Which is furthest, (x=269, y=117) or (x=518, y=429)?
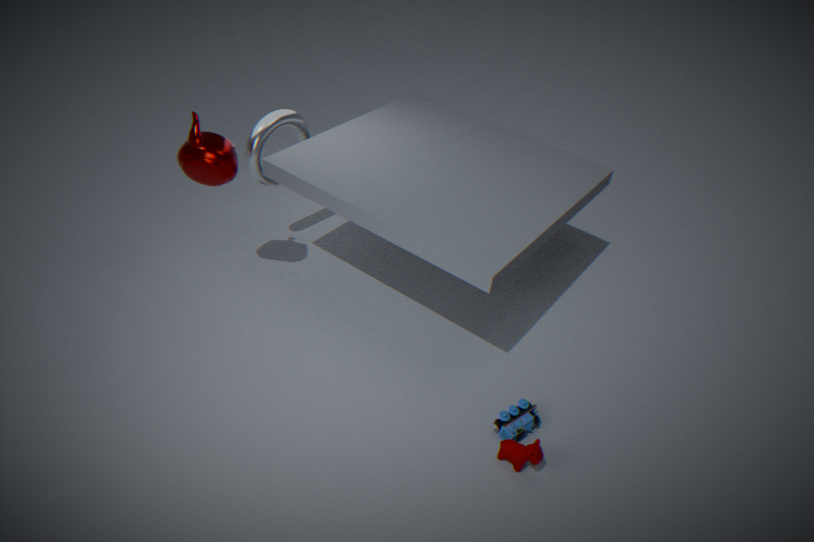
(x=269, y=117)
